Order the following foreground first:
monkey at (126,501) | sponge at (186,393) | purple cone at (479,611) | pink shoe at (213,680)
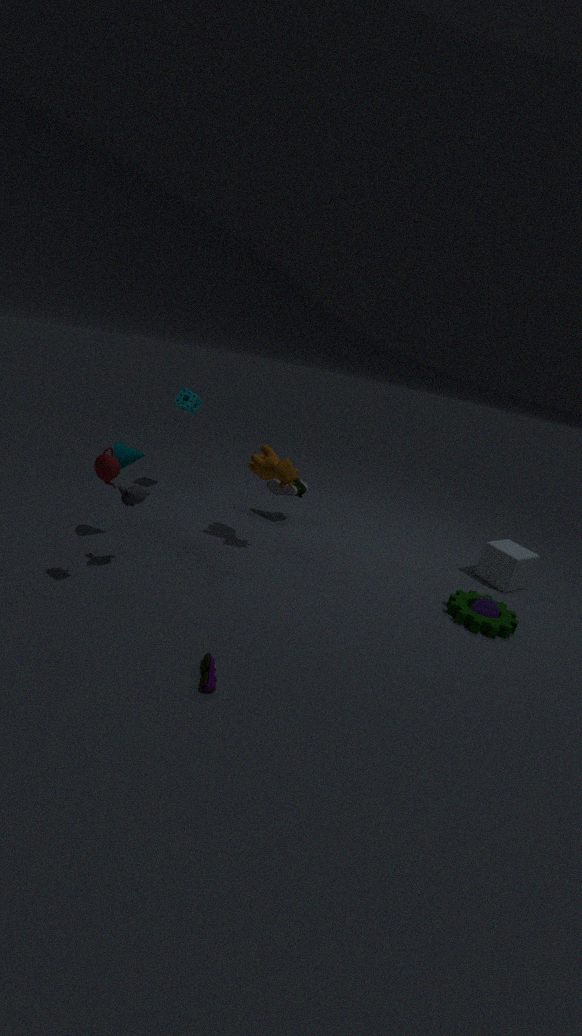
pink shoe at (213,680)
monkey at (126,501)
purple cone at (479,611)
sponge at (186,393)
